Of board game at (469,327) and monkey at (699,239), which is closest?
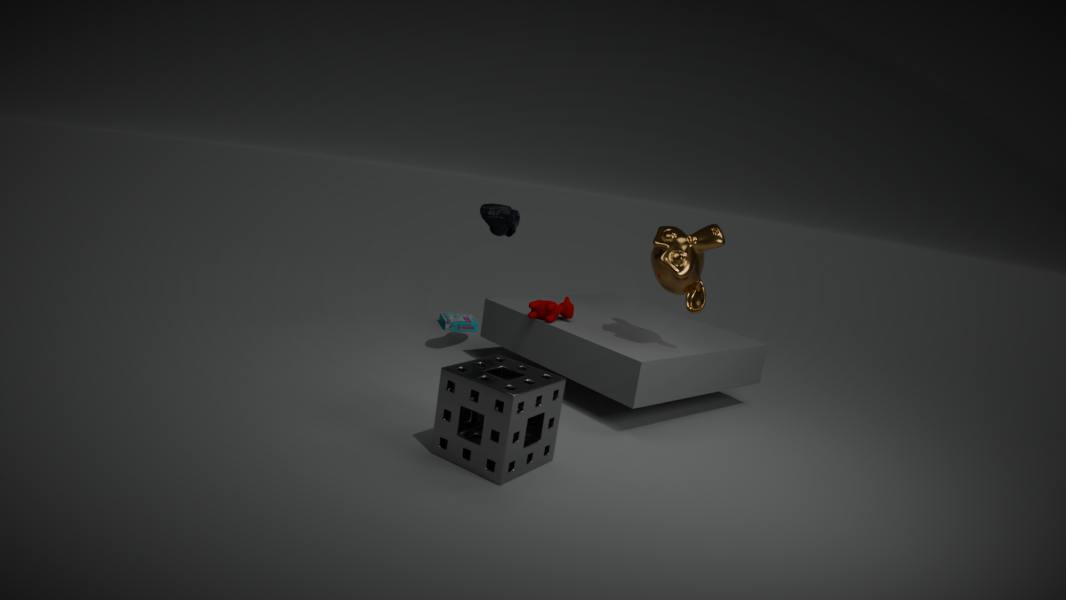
monkey at (699,239)
